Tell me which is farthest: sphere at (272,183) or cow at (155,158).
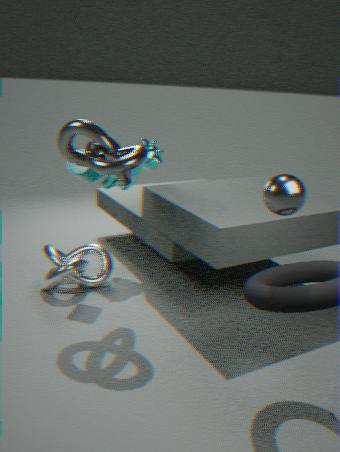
cow at (155,158)
